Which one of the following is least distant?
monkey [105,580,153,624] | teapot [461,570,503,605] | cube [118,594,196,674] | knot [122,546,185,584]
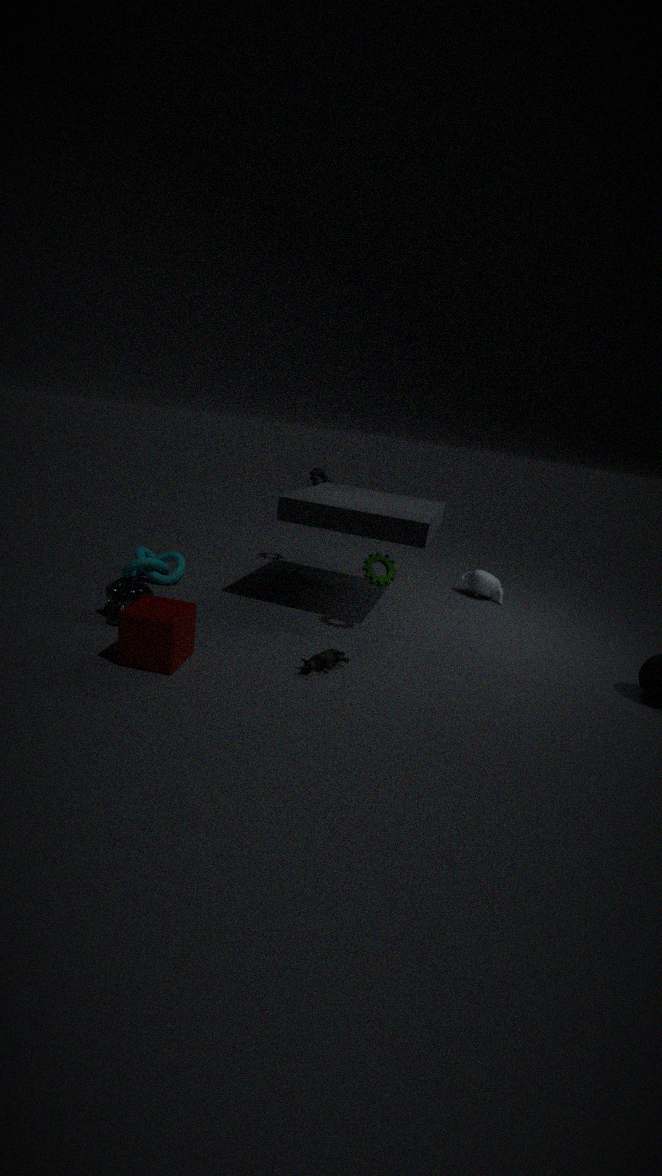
cube [118,594,196,674]
